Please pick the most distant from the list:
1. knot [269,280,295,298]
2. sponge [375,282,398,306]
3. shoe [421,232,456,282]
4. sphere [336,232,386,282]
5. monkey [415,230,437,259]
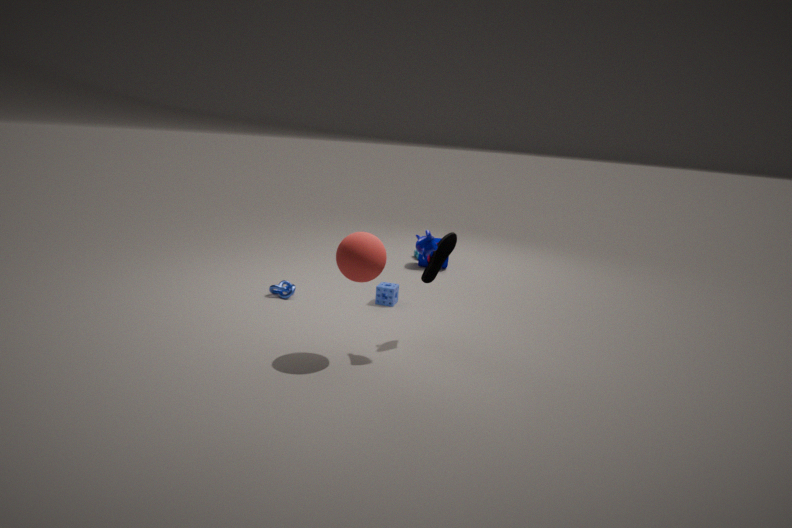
knot [269,280,295,298]
